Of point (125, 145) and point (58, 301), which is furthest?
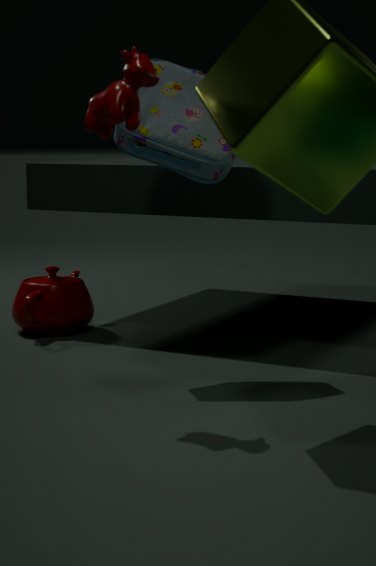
point (58, 301)
